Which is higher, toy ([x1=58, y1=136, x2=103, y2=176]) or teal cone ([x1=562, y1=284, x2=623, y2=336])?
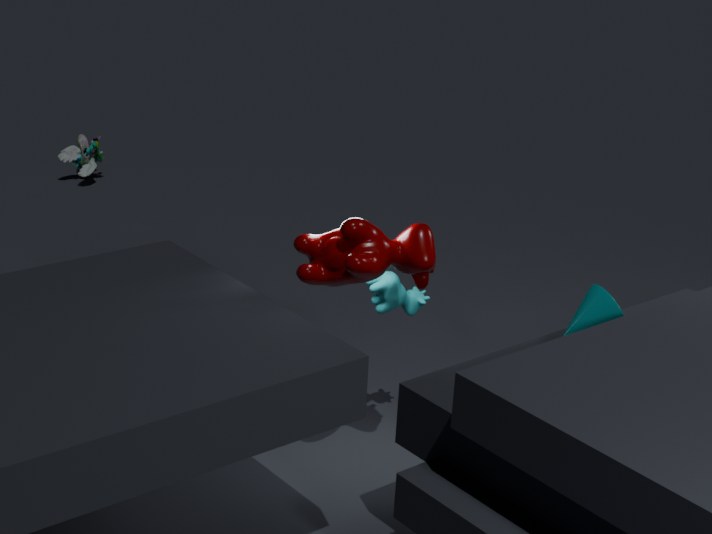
teal cone ([x1=562, y1=284, x2=623, y2=336])
